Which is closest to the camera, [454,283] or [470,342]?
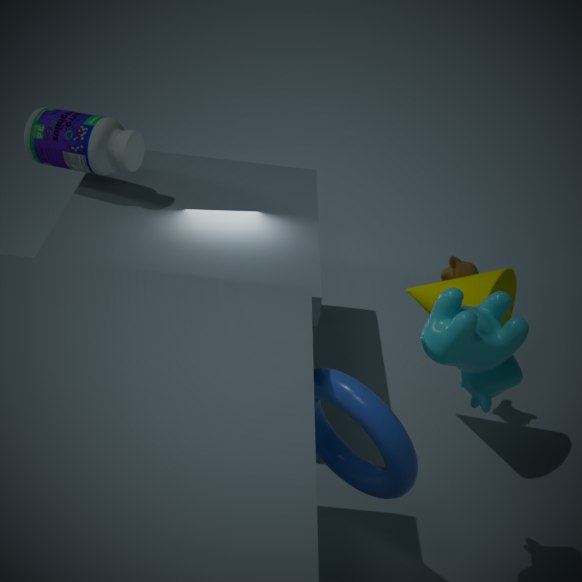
[470,342]
